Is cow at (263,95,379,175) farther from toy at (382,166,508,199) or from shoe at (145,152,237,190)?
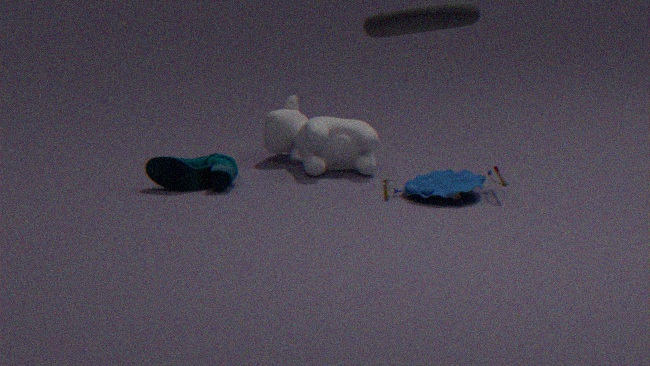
shoe at (145,152,237,190)
